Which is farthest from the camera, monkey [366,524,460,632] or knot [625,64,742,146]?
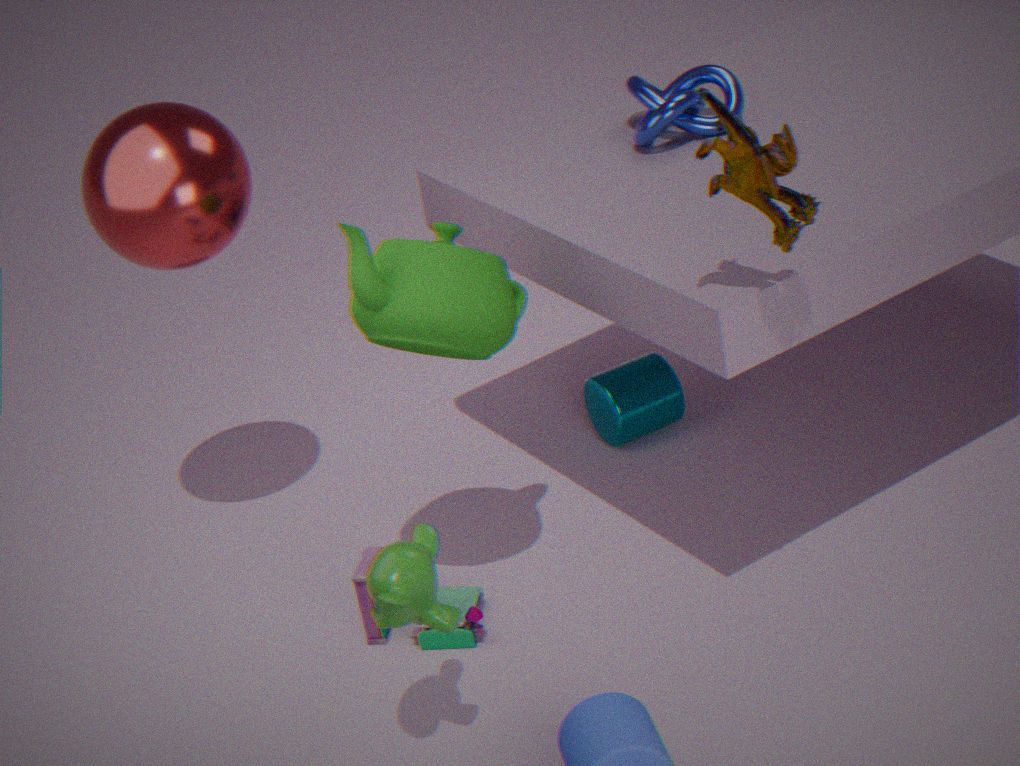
knot [625,64,742,146]
